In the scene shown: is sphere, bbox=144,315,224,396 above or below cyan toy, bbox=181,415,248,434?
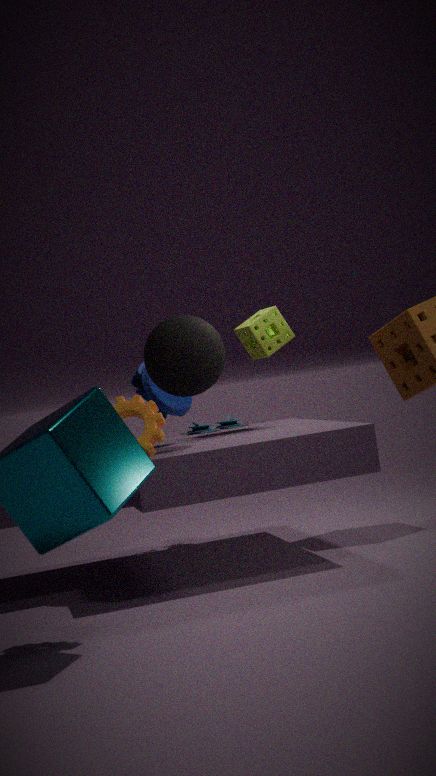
above
